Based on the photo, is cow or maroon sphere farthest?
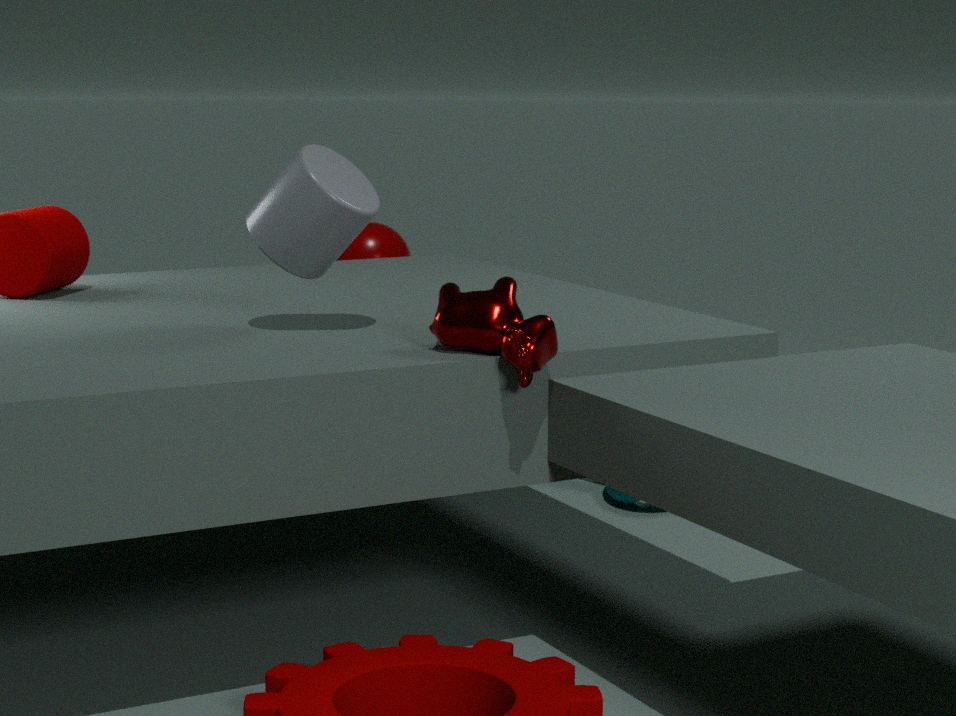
maroon sphere
